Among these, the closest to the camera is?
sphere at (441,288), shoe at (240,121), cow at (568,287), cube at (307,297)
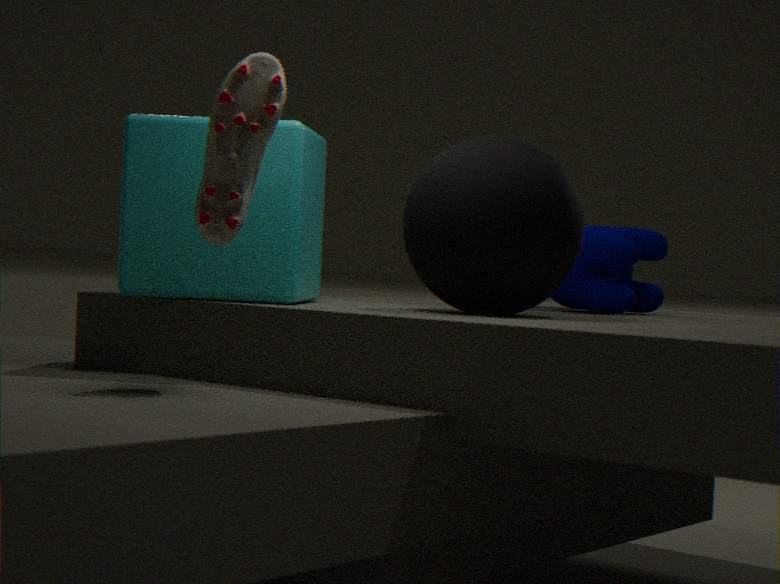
shoe at (240,121)
